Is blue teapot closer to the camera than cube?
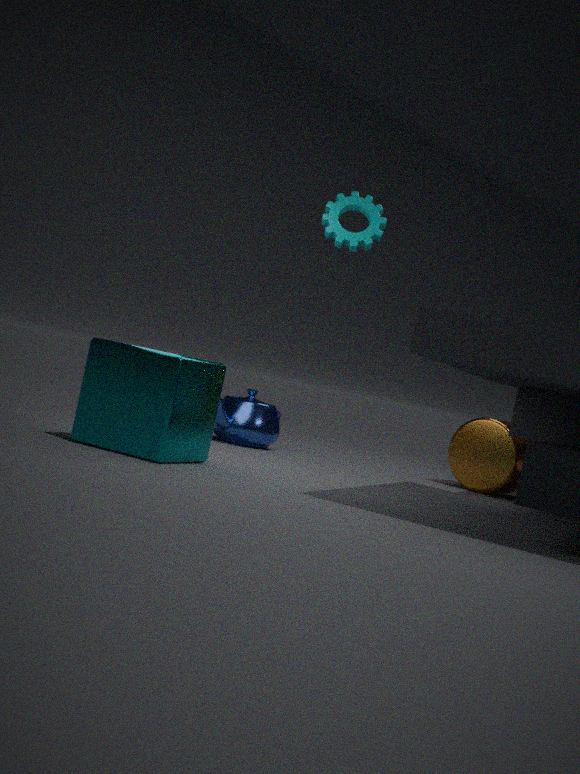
No
